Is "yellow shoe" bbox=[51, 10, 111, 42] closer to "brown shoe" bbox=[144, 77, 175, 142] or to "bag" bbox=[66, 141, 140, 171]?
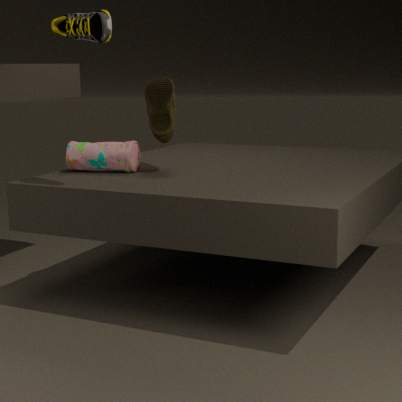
"brown shoe" bbox=[144, 77, 175, 142]
